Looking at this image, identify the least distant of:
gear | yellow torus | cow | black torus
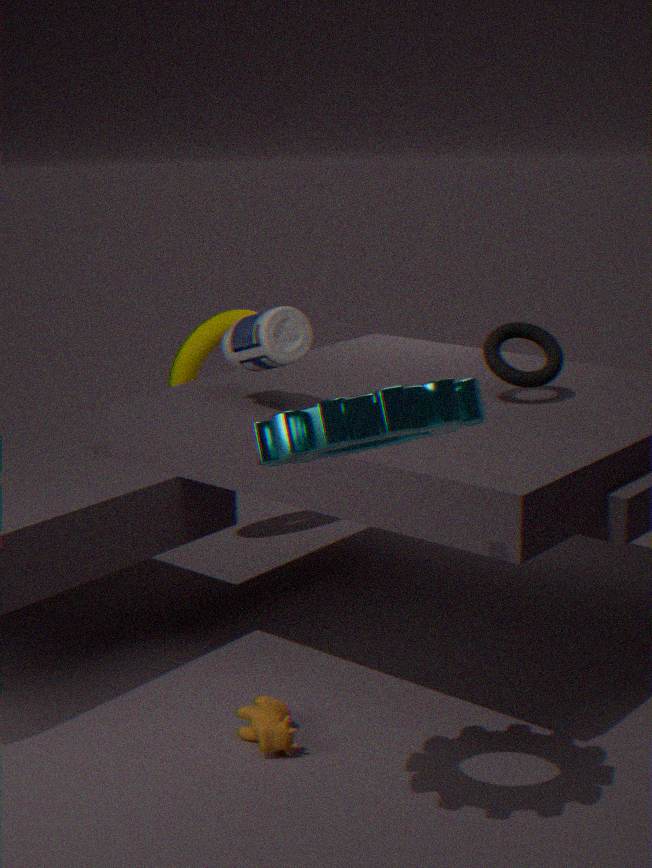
gear
